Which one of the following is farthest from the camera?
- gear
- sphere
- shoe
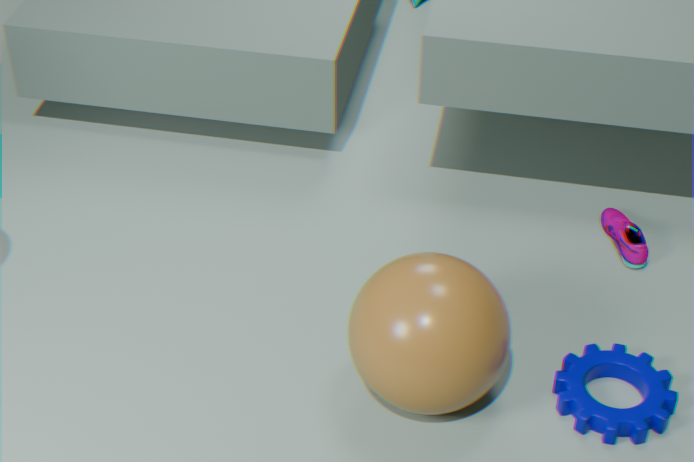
shoe
